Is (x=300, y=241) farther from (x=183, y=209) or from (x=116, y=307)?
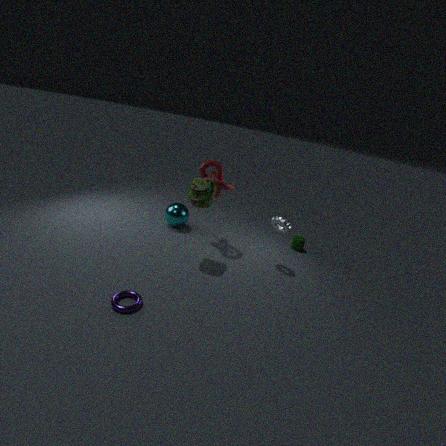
(x=116, y=307)
